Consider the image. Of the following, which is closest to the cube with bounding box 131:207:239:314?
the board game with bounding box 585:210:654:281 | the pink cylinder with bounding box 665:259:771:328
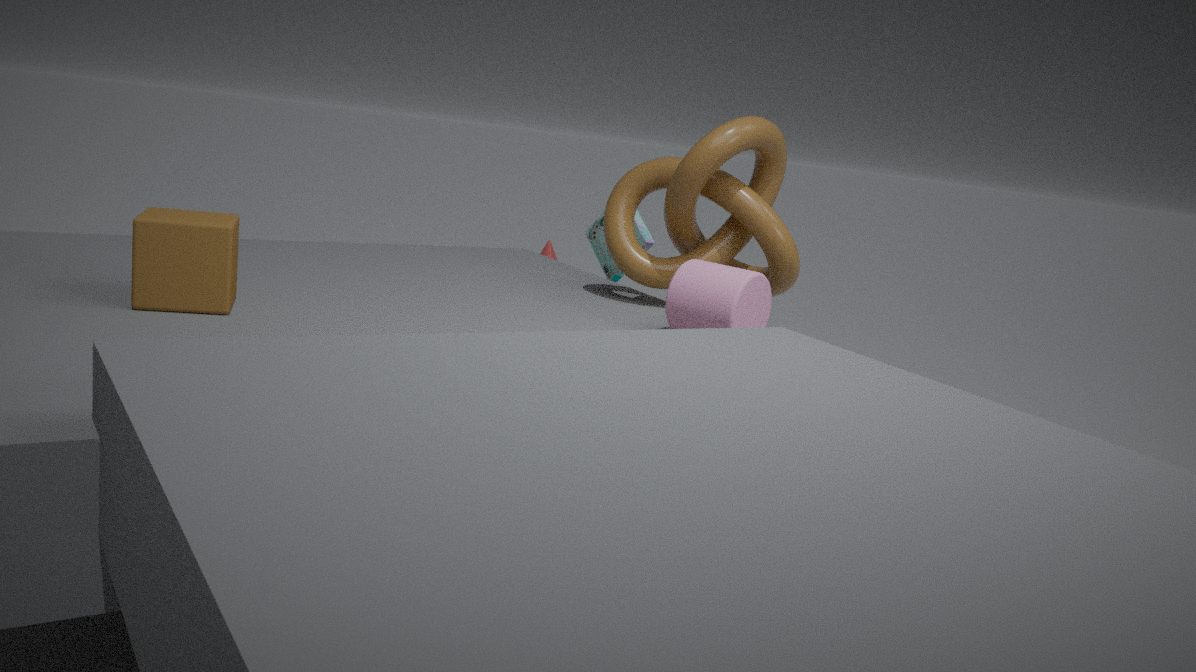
the pink cylinder with bounding box 665:259:771:328
